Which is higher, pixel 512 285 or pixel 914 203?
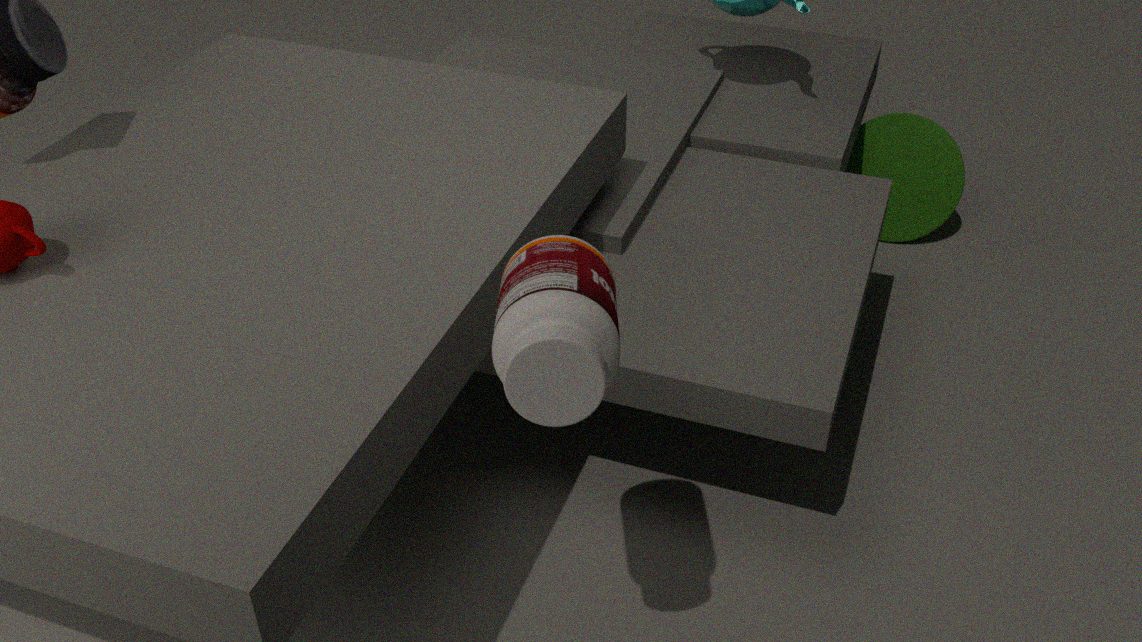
pixel 512 285
